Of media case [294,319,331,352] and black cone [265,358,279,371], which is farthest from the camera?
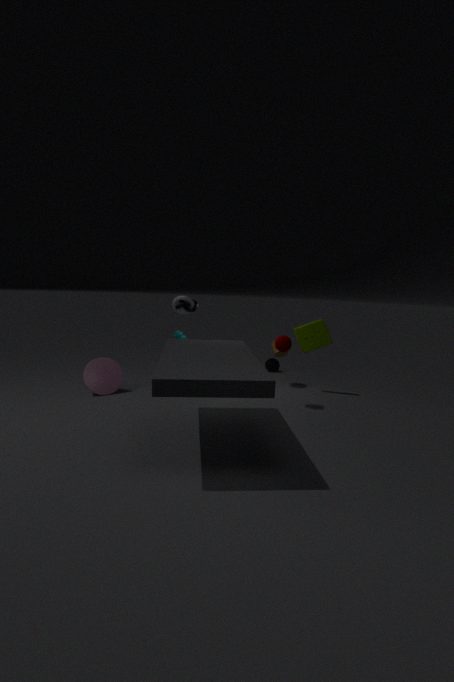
black cone [265,358,279,371]
